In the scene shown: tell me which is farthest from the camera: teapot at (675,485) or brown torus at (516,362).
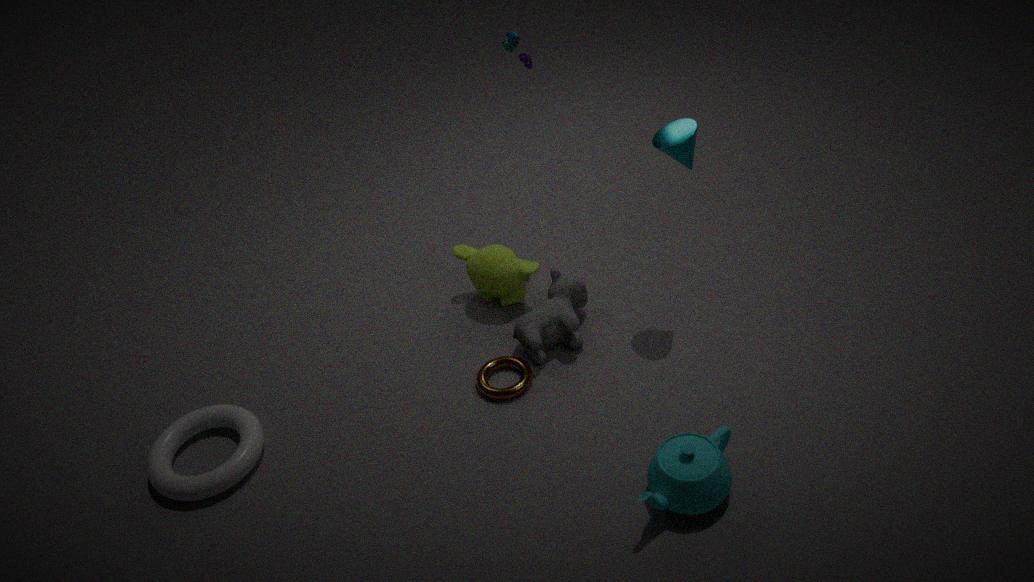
brown torus at (516,362)
